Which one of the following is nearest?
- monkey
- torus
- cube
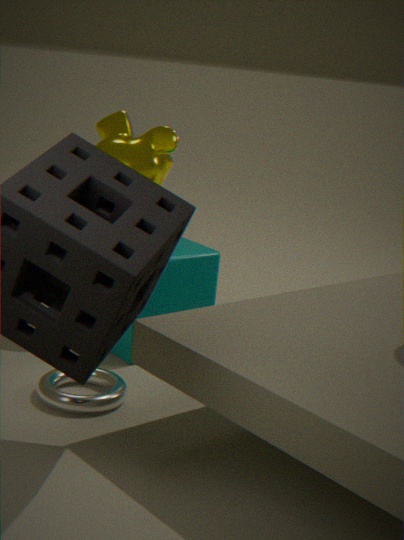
torus
